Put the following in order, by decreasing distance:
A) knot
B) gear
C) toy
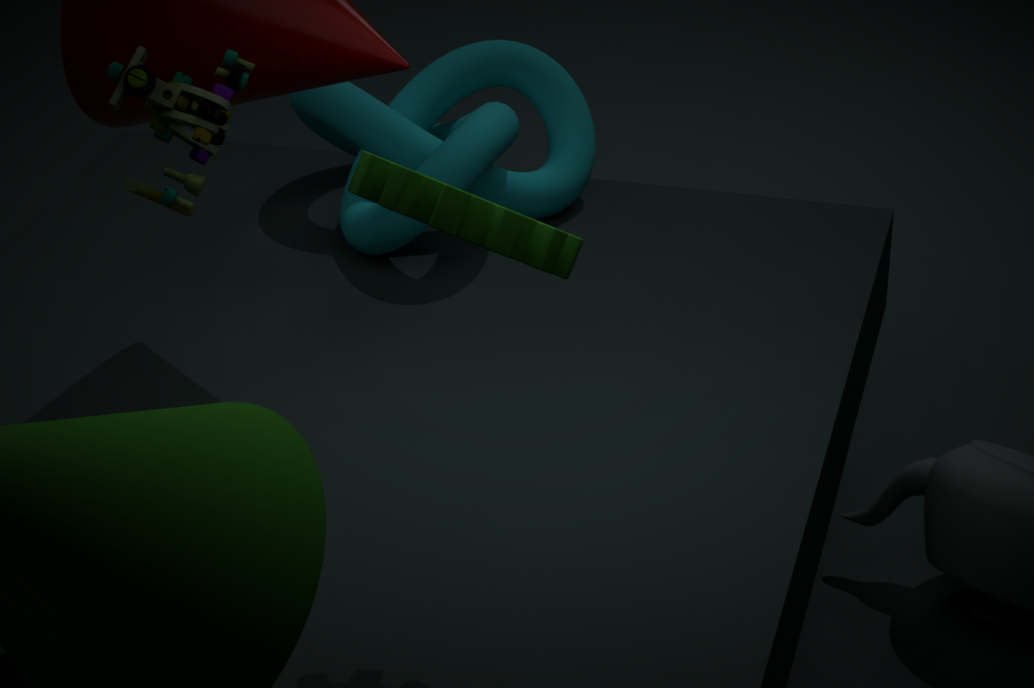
1. knot
2. toy
3. gear
